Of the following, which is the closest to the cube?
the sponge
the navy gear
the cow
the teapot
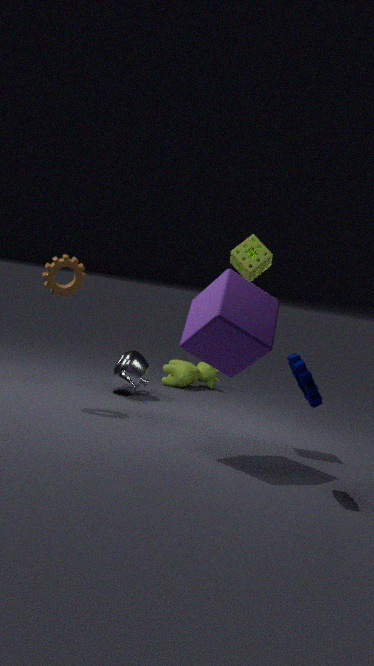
the navy gear
